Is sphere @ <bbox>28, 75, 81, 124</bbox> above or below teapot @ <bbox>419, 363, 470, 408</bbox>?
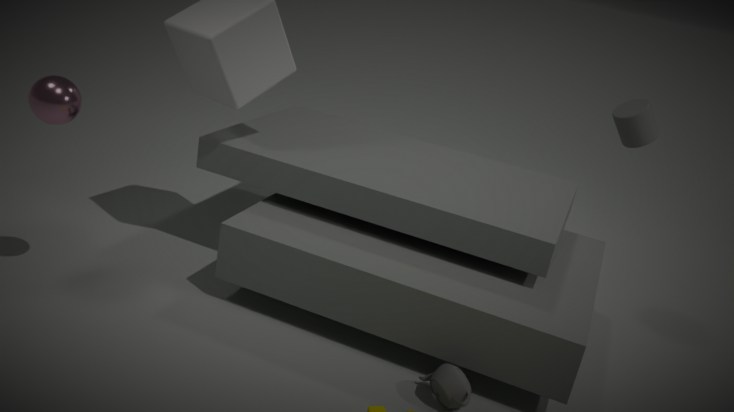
above
